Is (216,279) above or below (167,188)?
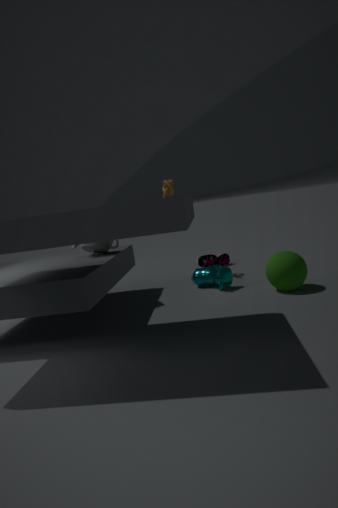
below
